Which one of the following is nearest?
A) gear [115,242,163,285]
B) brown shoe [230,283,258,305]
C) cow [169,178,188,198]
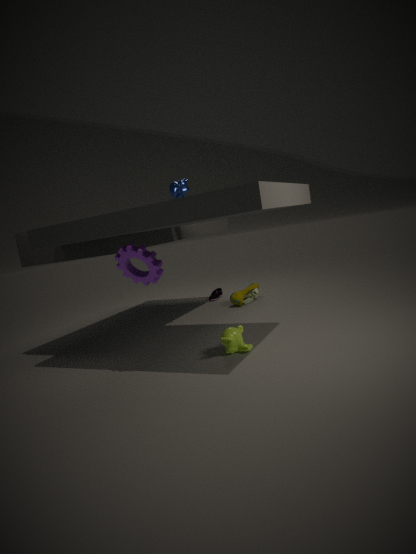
gear [115,242,163,285]
